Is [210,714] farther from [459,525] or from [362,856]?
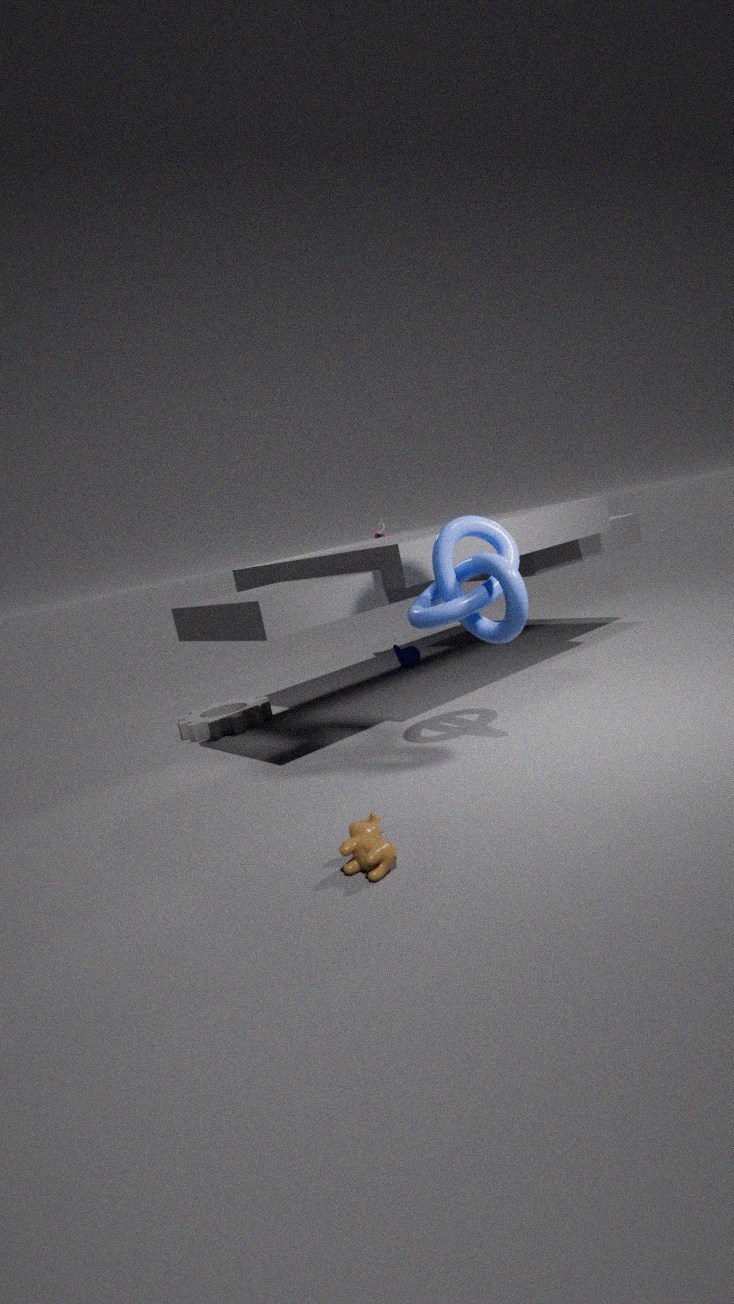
[362,856]
